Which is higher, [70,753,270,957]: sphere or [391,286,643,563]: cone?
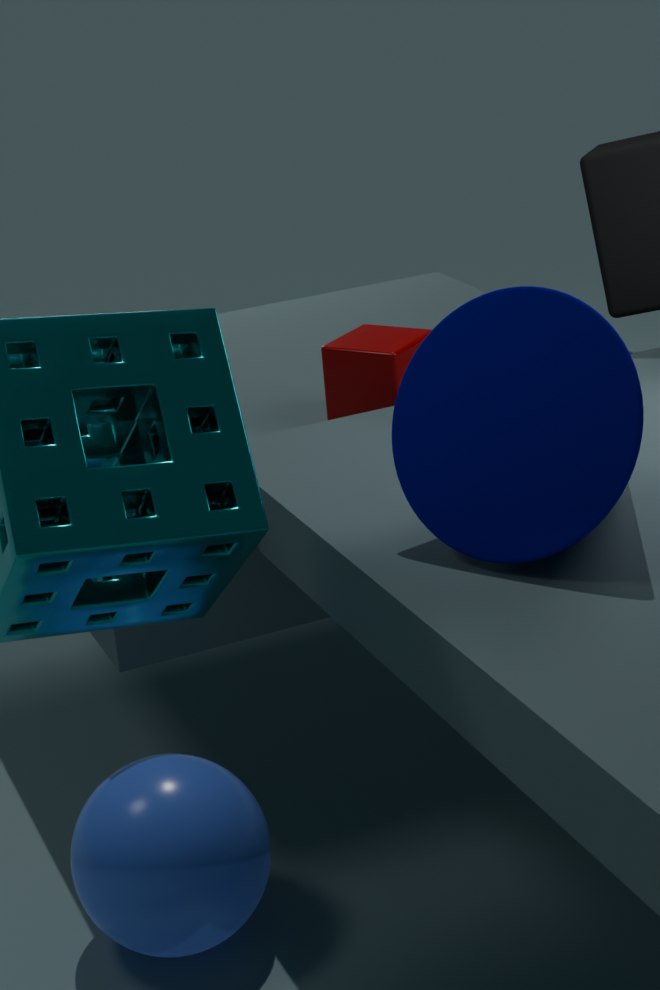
[391,286,643,563]: cone
